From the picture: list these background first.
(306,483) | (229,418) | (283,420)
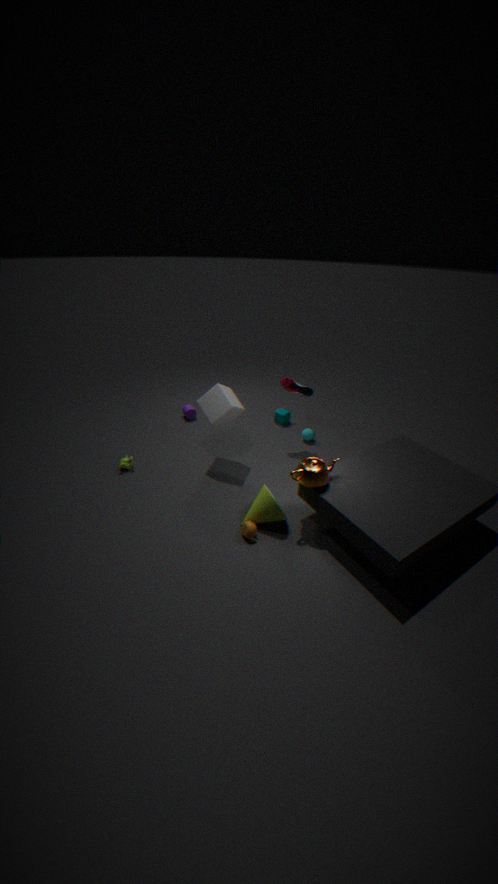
(283,420)
(229,418)
(306,483)
